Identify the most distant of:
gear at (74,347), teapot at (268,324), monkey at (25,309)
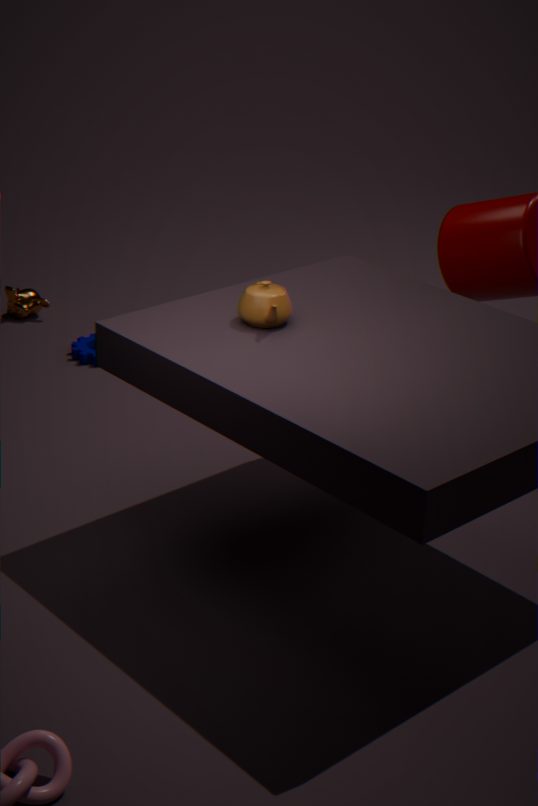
monkey at (25,309)
